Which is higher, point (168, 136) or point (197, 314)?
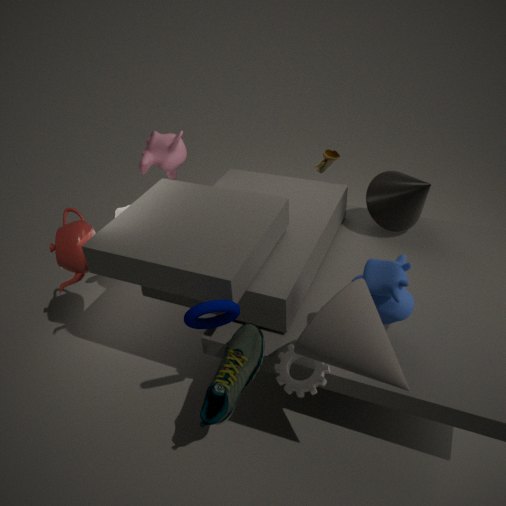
point (168, 136)
